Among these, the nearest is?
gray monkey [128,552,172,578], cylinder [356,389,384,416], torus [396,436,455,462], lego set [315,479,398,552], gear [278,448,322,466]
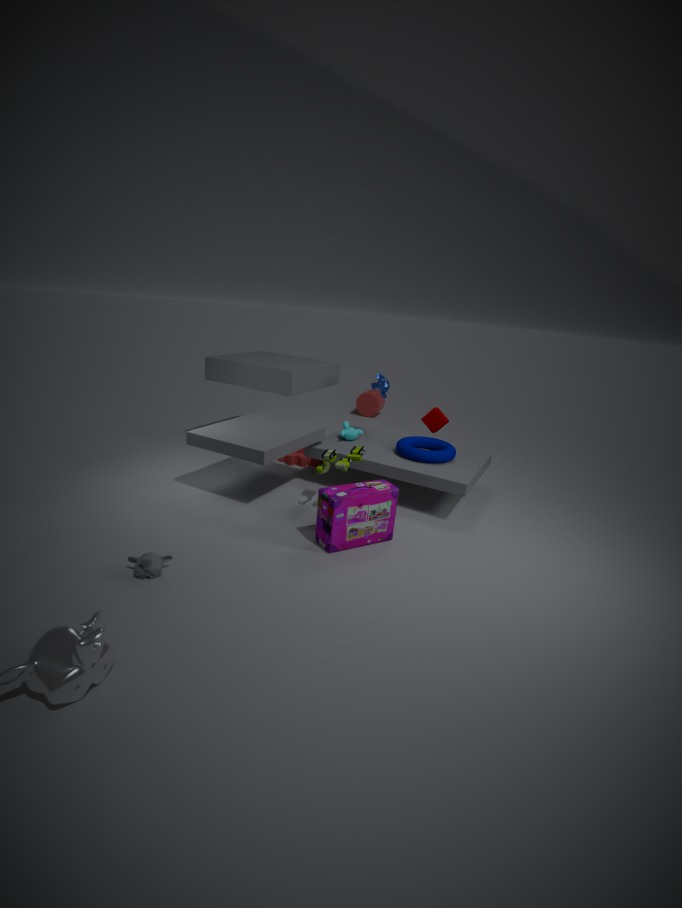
gray monkey [128,552,172,578]
